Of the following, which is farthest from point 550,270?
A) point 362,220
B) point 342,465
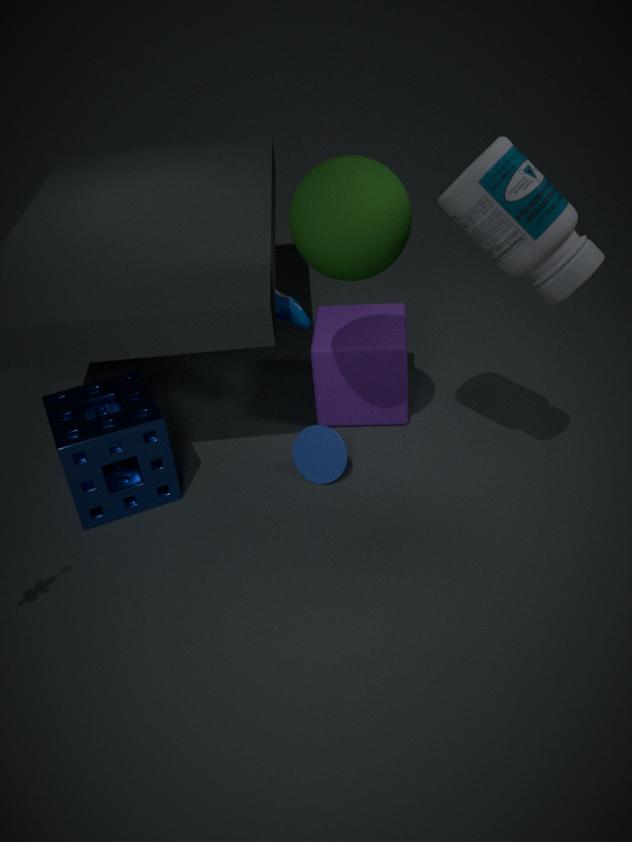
point 342,465
